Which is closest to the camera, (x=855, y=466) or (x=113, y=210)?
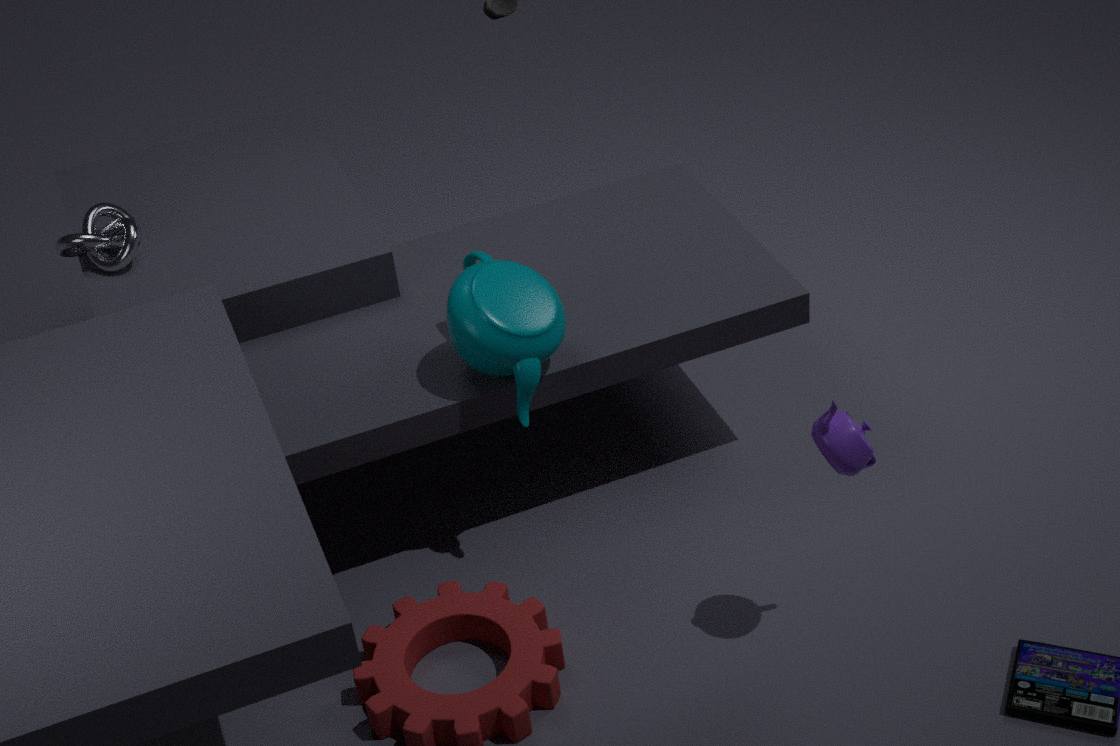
(x=855, y=466)
